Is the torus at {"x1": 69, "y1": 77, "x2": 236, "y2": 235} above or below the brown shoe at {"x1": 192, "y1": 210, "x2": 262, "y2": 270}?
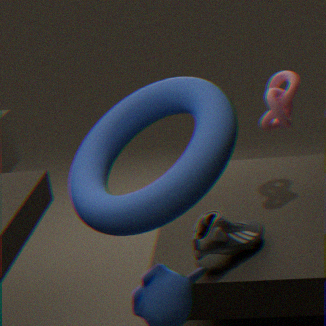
above
